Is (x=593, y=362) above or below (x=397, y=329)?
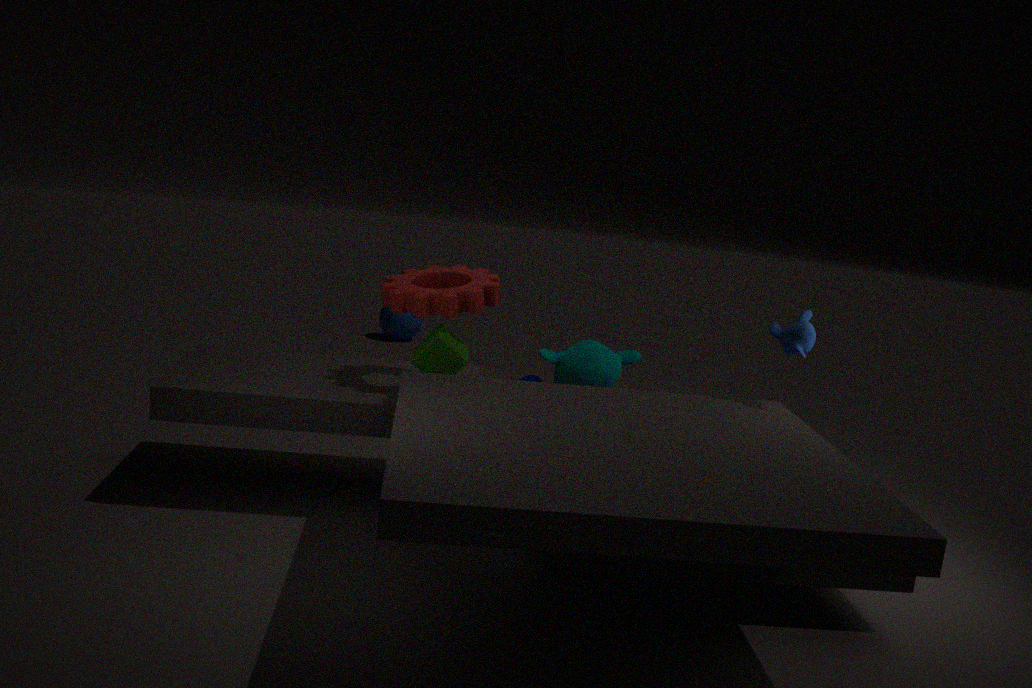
above
